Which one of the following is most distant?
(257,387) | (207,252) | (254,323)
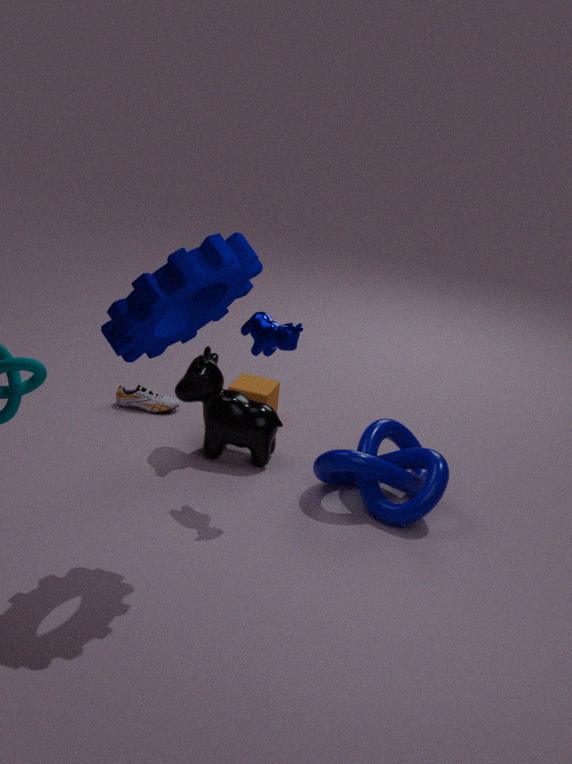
(257,387)
